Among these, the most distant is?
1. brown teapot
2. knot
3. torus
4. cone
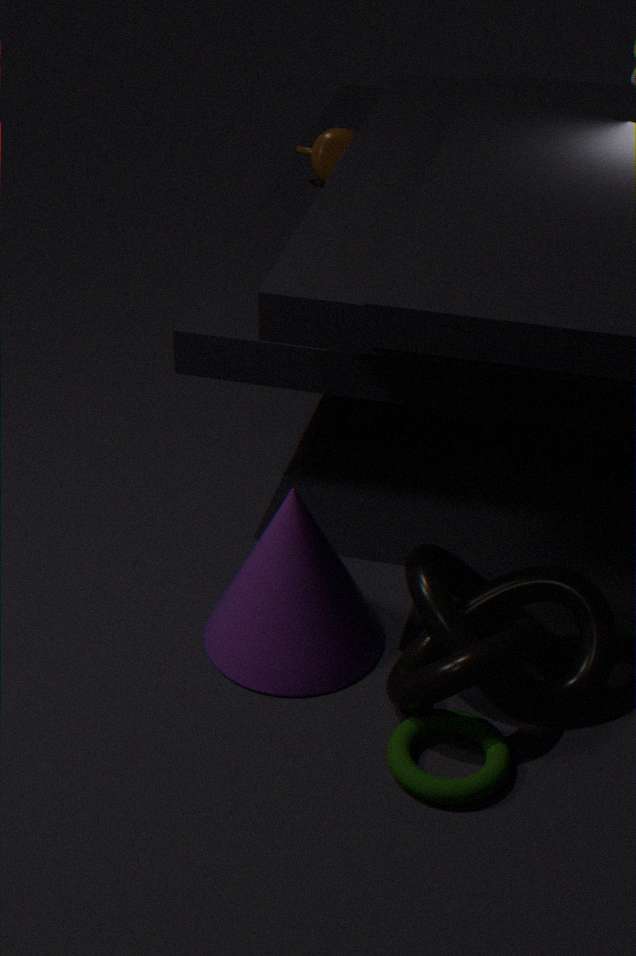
brown teapot
